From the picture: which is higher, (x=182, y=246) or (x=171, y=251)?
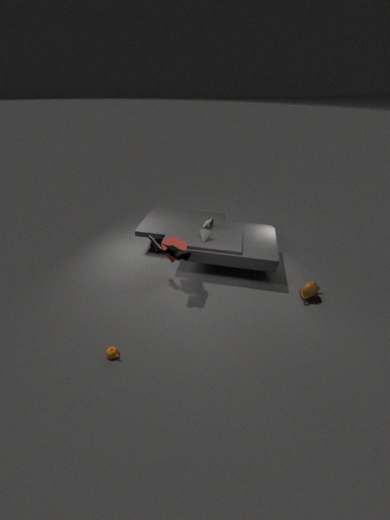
(x=171, y=251)
